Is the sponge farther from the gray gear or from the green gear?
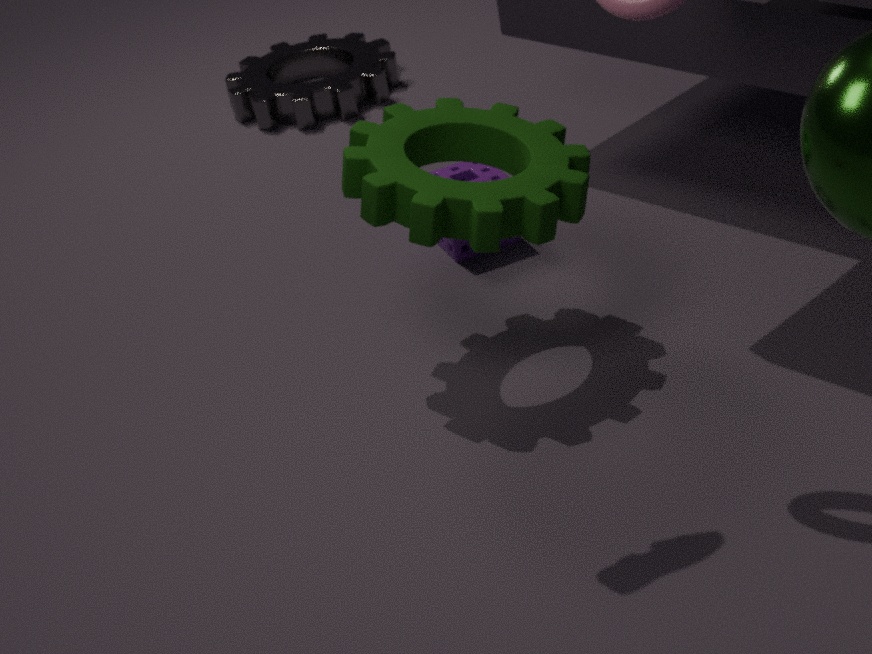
the gray gear
